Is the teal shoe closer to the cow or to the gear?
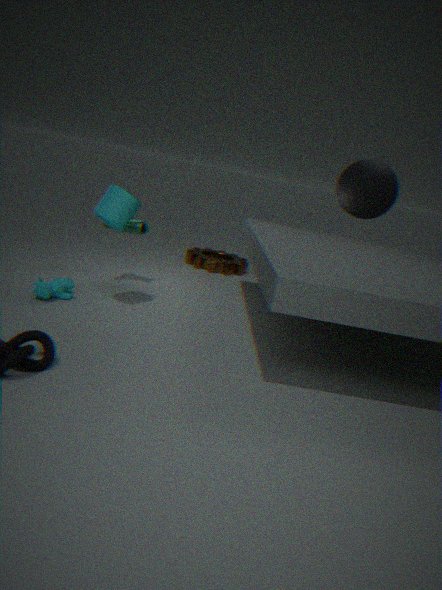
the cow
